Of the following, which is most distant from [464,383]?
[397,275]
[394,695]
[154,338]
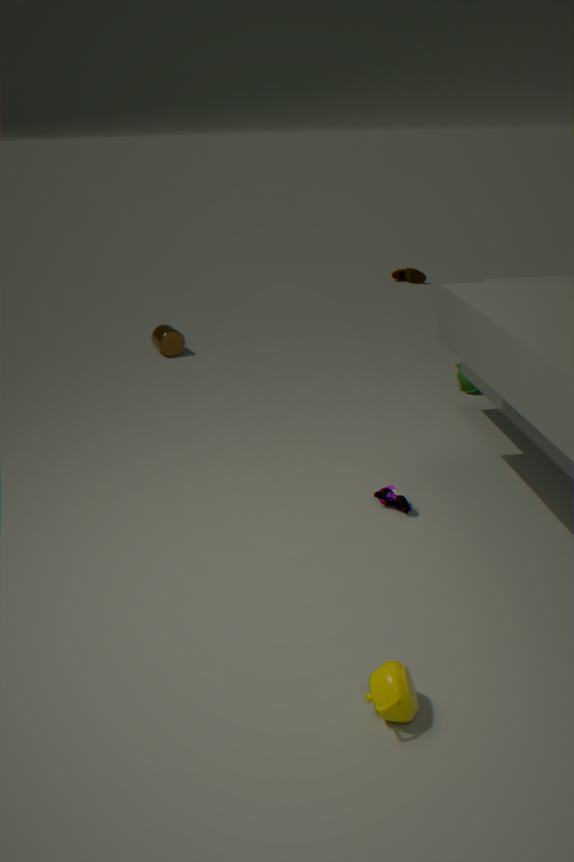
[397,275]
